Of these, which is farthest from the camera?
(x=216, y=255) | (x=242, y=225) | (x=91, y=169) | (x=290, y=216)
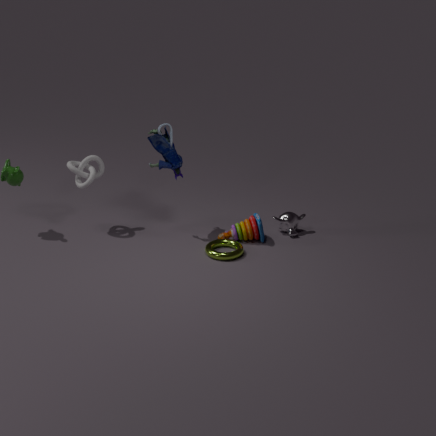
(x=290, y=216)
